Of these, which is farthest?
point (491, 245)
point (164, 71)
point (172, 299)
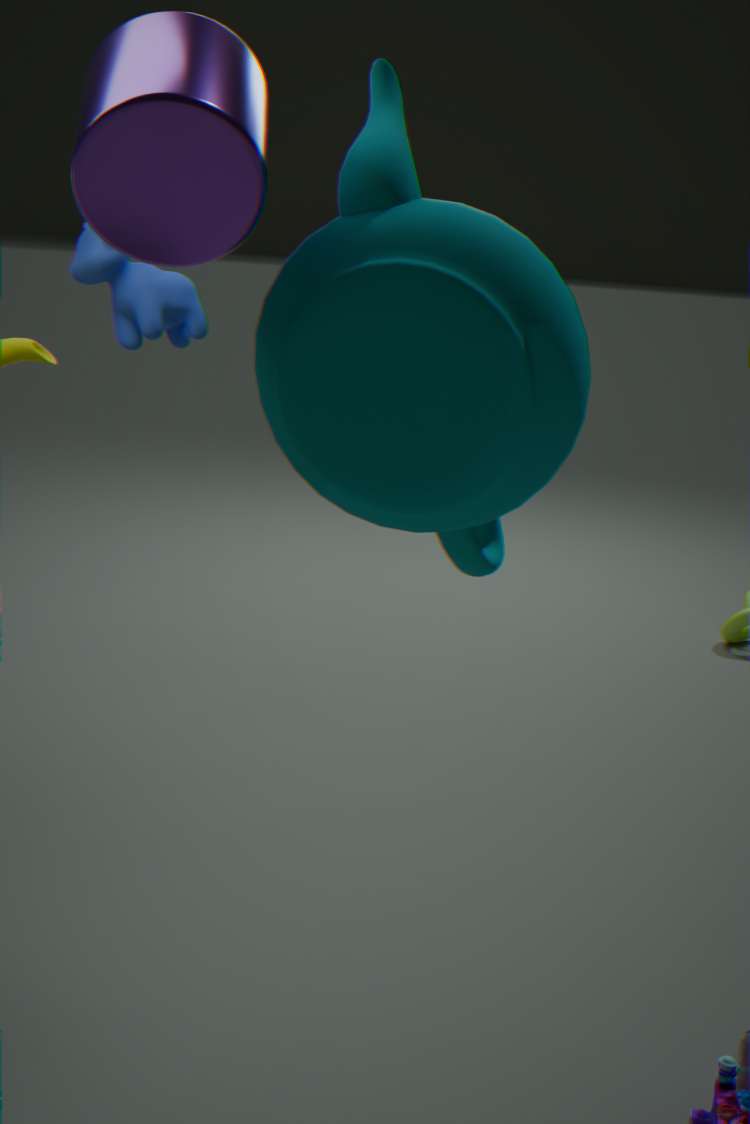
point (172, 299)
